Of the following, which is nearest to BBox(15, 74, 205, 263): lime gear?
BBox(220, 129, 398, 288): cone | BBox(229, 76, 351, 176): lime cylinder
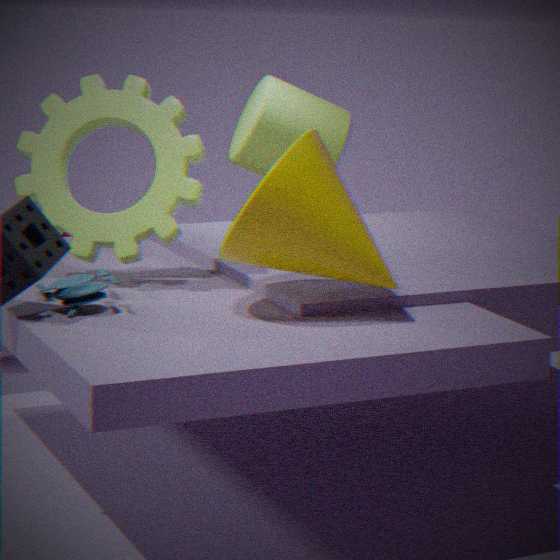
BBox(220, 129, 398, 288): cone
